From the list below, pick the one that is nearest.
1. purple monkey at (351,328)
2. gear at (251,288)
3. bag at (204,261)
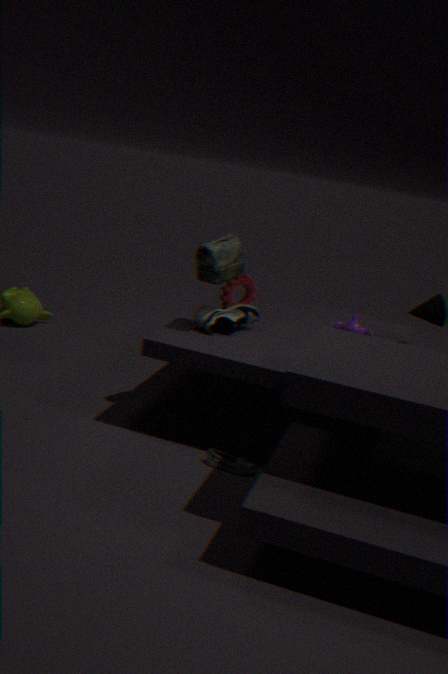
bag at (204,261)
